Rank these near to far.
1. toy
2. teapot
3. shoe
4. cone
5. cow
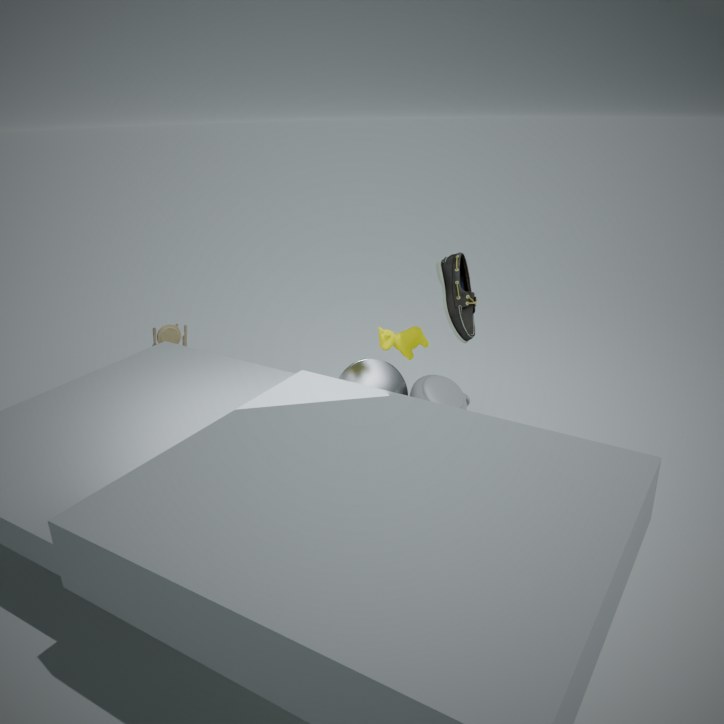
shoe → cow → toy → teapot → cone
